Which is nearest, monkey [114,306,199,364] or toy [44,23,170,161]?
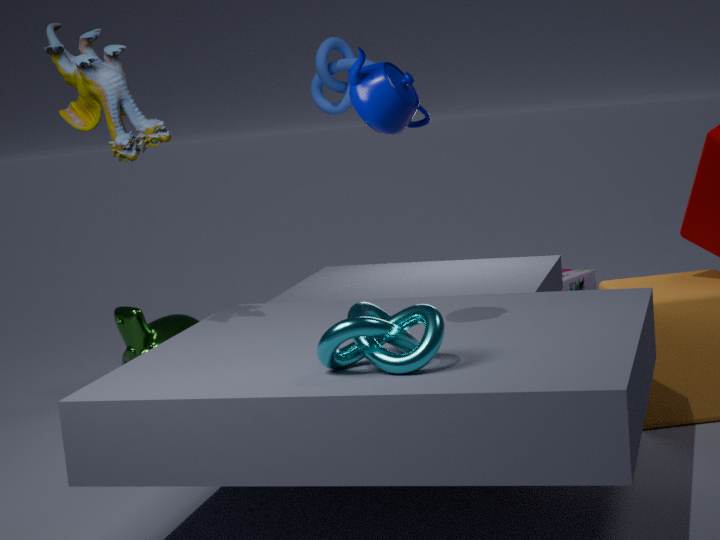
toy [44,23,170,161]
